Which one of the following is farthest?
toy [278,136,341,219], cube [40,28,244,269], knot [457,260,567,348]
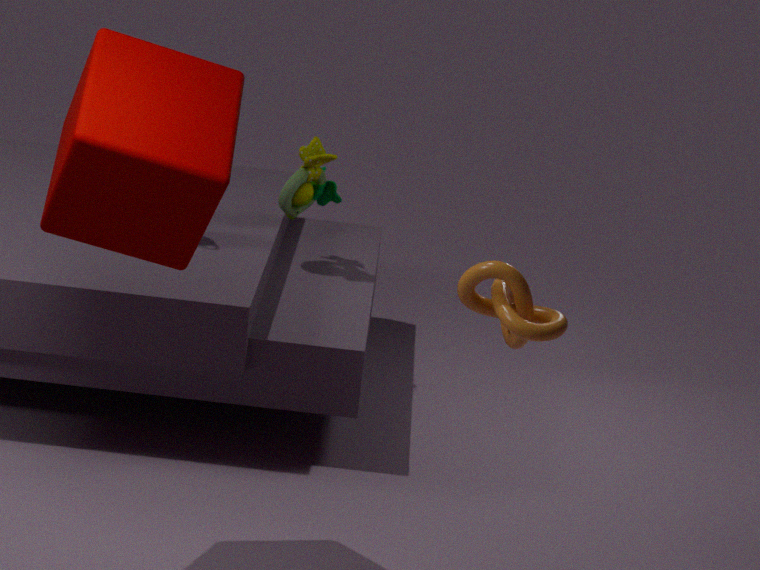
toy [278,136,341,219]
